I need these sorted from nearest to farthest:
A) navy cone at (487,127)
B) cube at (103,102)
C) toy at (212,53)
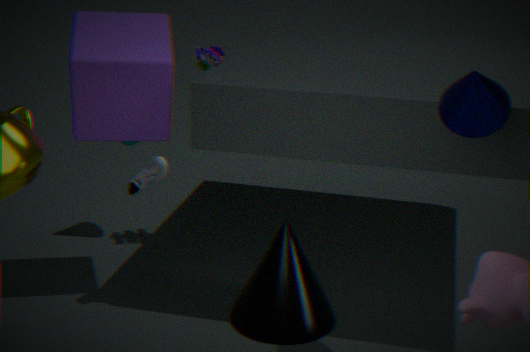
navy cone at (487,127) < cube at (103,102) < toy at (212,53)
